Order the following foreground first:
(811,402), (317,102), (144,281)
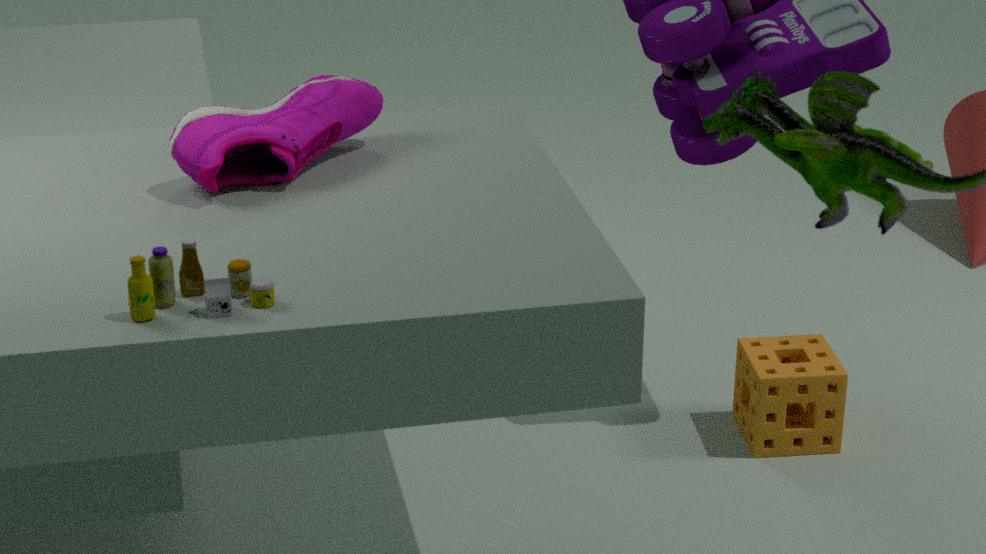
(144,281), (317,102), (811,402)
